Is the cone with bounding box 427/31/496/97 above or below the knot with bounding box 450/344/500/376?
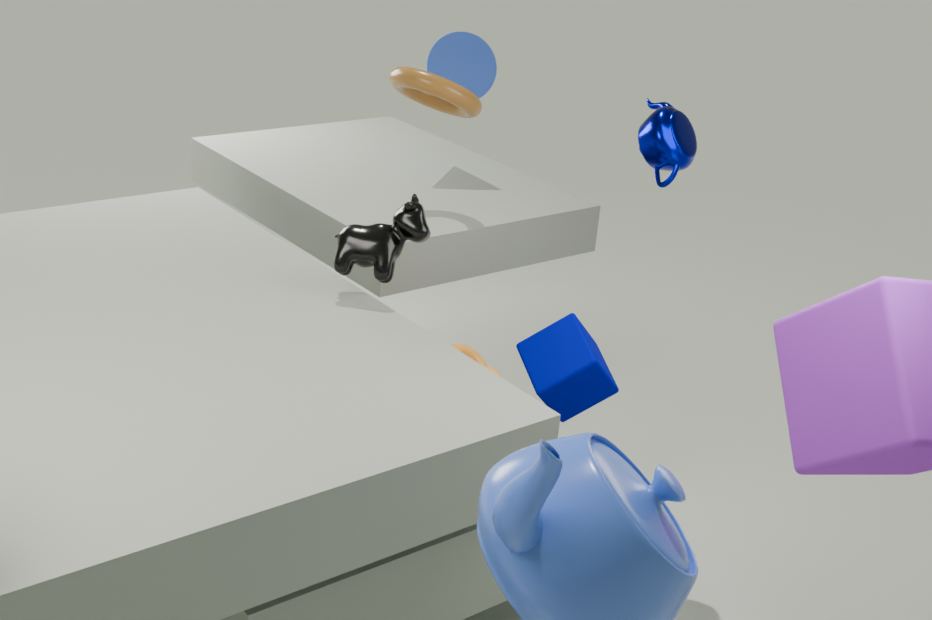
above
